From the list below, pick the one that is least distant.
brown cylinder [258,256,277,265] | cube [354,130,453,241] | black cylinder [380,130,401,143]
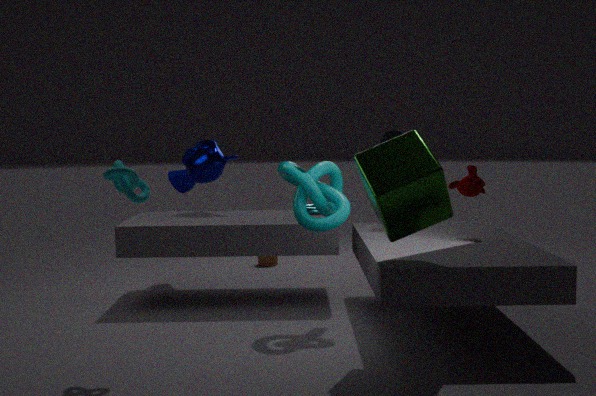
cube [354,130,453,241]
